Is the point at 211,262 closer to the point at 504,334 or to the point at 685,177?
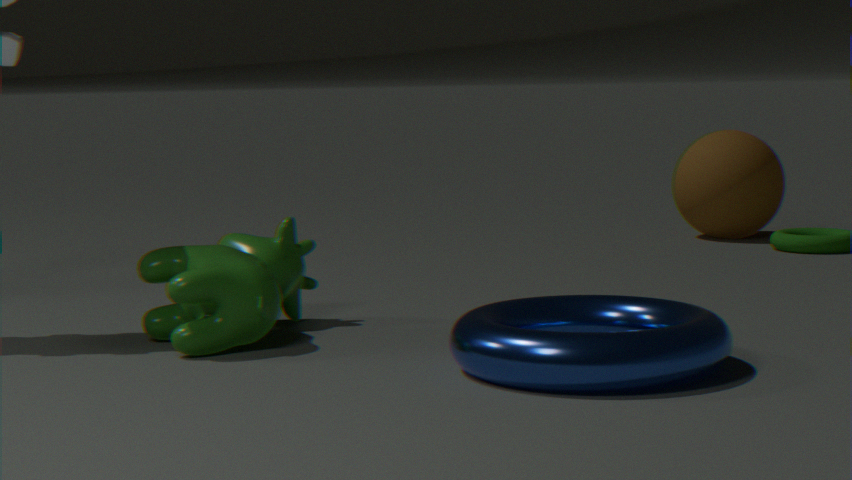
the point at 504,334
